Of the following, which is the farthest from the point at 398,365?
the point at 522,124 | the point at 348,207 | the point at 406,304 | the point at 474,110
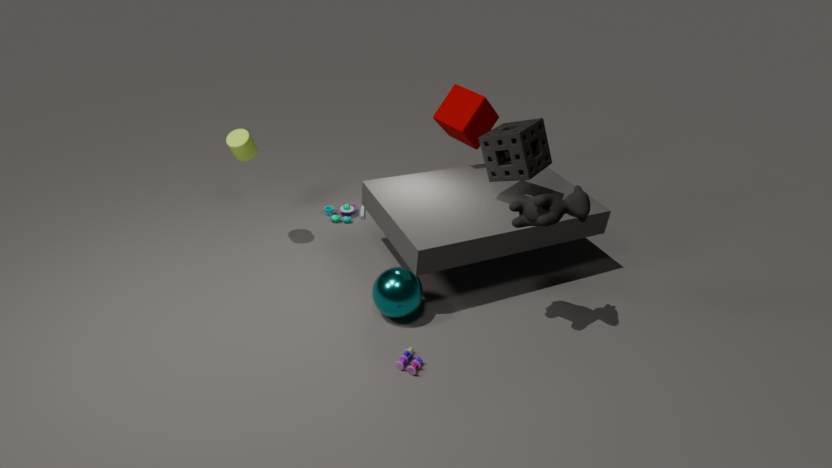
the point at 474,110
